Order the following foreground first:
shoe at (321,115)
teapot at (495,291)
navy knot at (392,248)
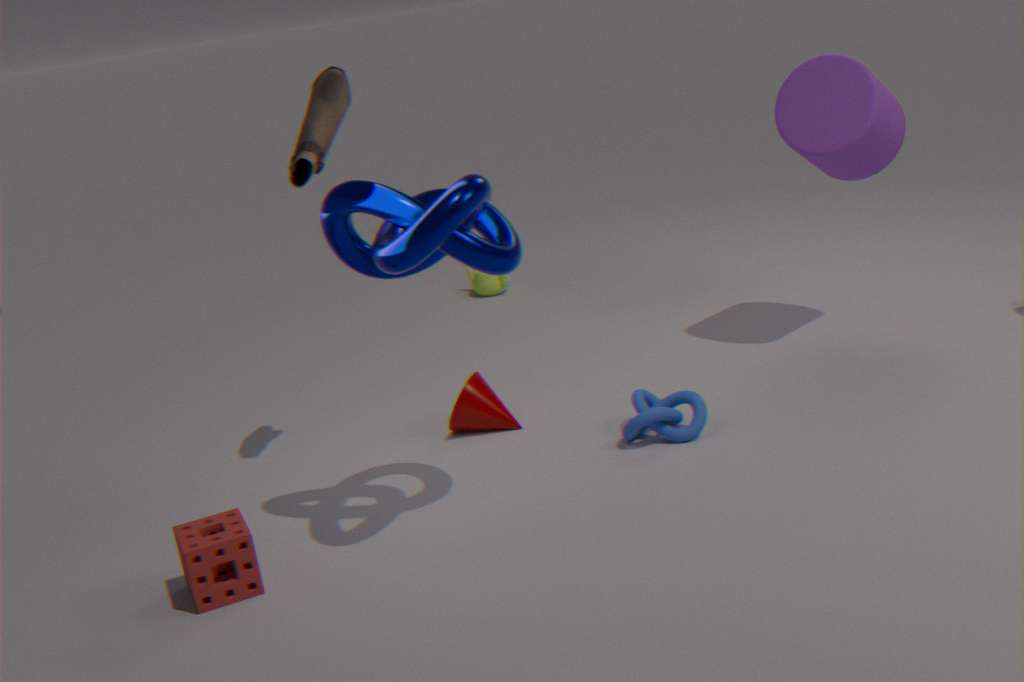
navy knot at (392,248) < shoe at (321,115) < teapot at (495,291)
